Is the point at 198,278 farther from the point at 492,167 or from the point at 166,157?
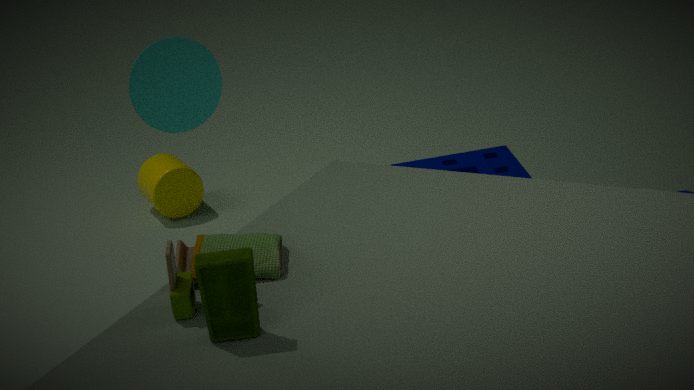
the point at 166,157
